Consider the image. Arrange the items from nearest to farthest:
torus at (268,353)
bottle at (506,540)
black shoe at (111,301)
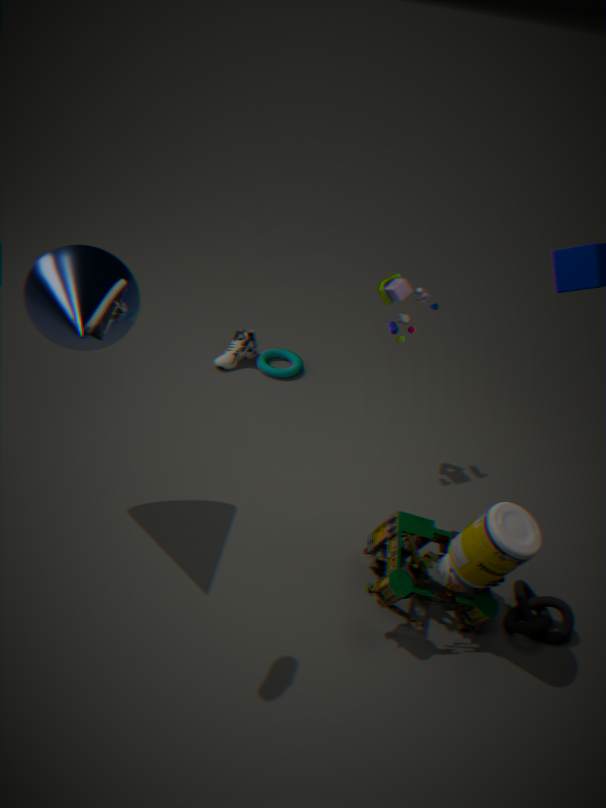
black shoe at (111,301), bottle at (506,540), torus at (268,353)
